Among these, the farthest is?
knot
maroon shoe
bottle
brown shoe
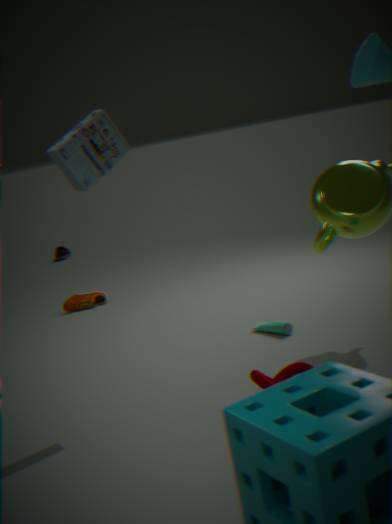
brown shoe
